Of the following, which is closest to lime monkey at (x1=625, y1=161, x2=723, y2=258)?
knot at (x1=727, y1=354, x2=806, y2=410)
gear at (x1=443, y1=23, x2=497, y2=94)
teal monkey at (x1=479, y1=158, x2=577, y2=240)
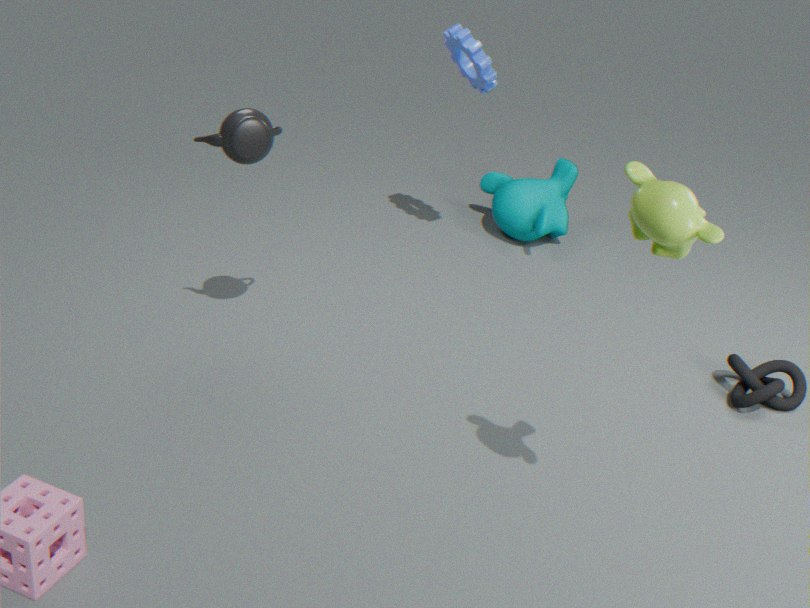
knot at (x1=727, y1=354, x2=806, y2=410)
